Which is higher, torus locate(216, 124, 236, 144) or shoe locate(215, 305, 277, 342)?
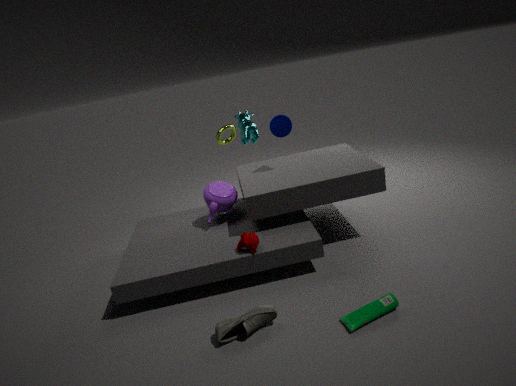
torus locate(216, 124, 236, 144)
